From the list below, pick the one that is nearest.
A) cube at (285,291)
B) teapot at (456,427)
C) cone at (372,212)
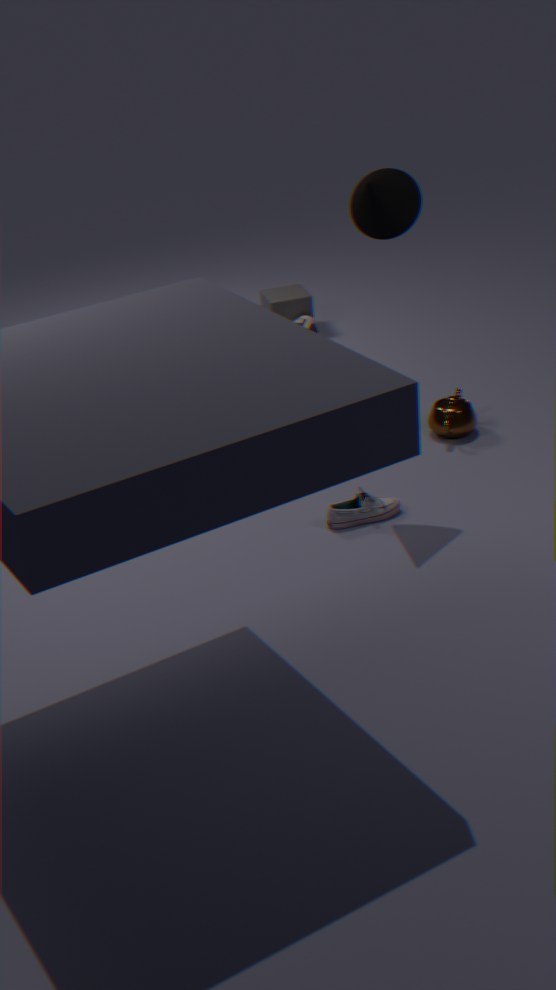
cone at (372,212)
